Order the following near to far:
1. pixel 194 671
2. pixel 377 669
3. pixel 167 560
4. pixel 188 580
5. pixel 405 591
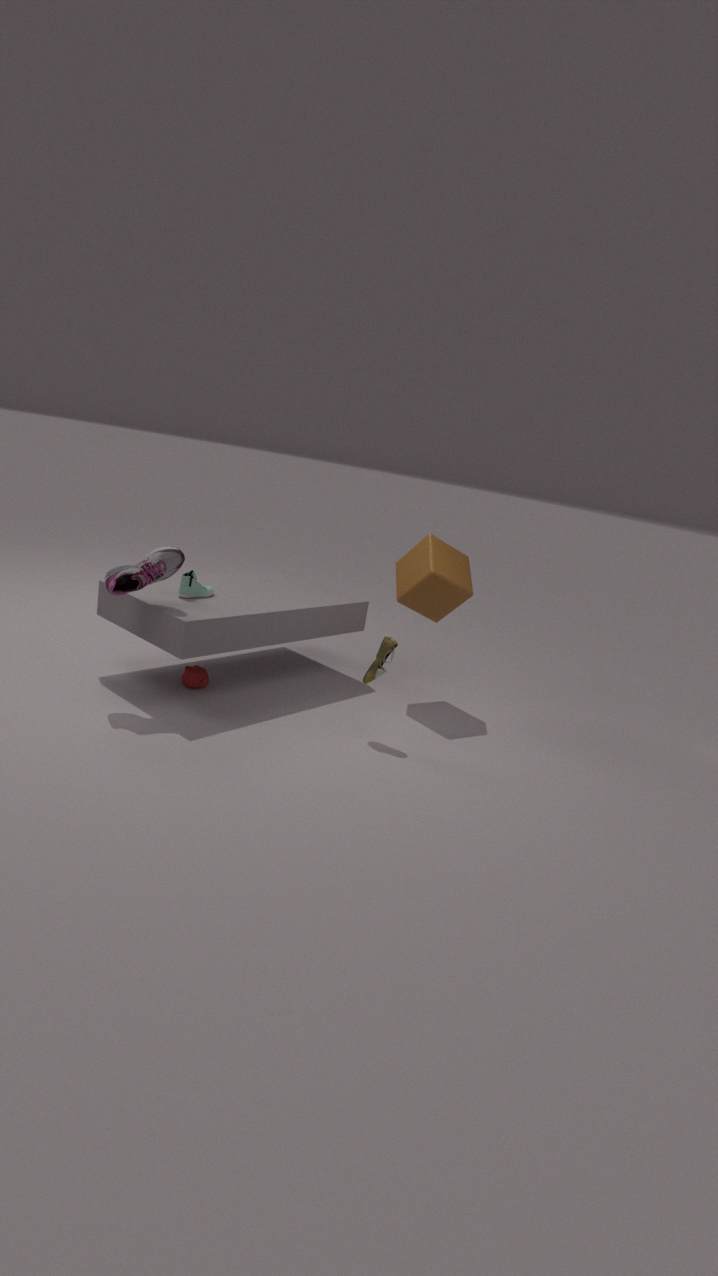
pixel 167 560
pixel 377 669
pixel 188 580
pixel 194 671
pixel 405 591
